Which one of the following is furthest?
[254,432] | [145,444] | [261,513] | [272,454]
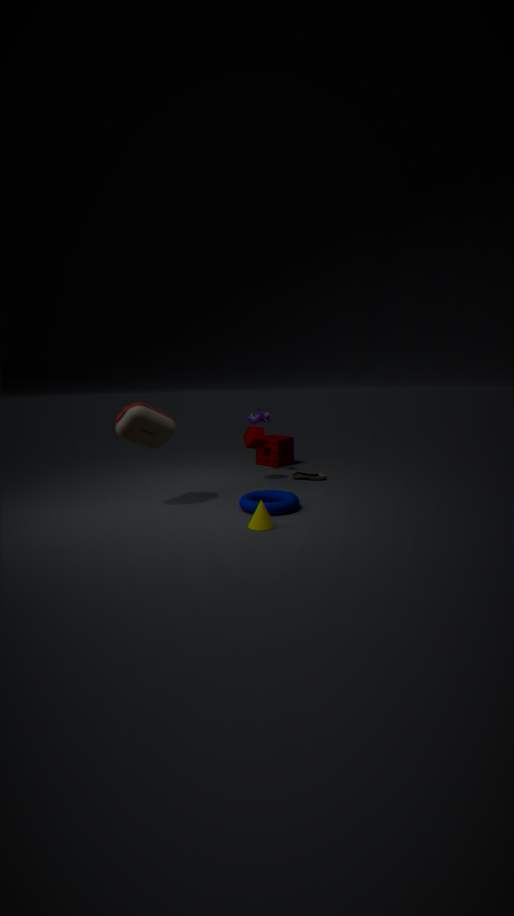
[272,454]
